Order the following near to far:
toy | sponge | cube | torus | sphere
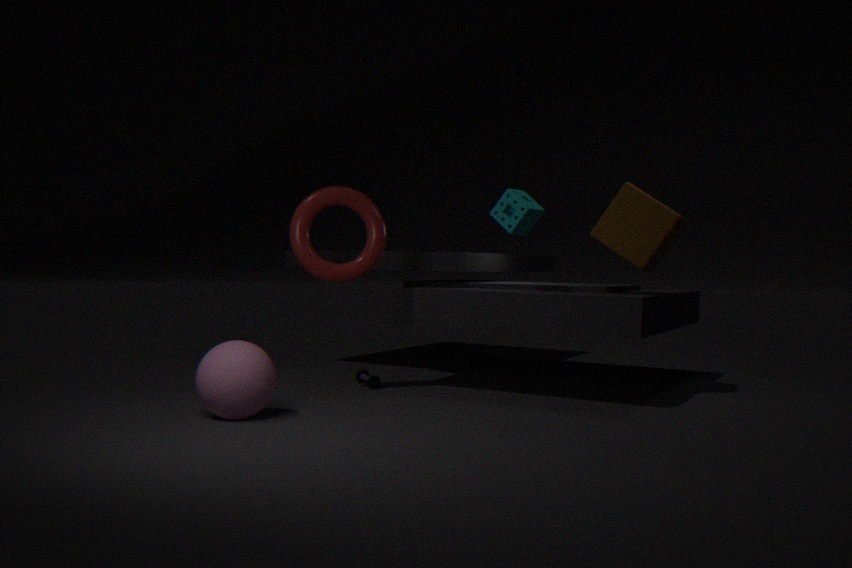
sphere
cube
torus
sponge
toy
